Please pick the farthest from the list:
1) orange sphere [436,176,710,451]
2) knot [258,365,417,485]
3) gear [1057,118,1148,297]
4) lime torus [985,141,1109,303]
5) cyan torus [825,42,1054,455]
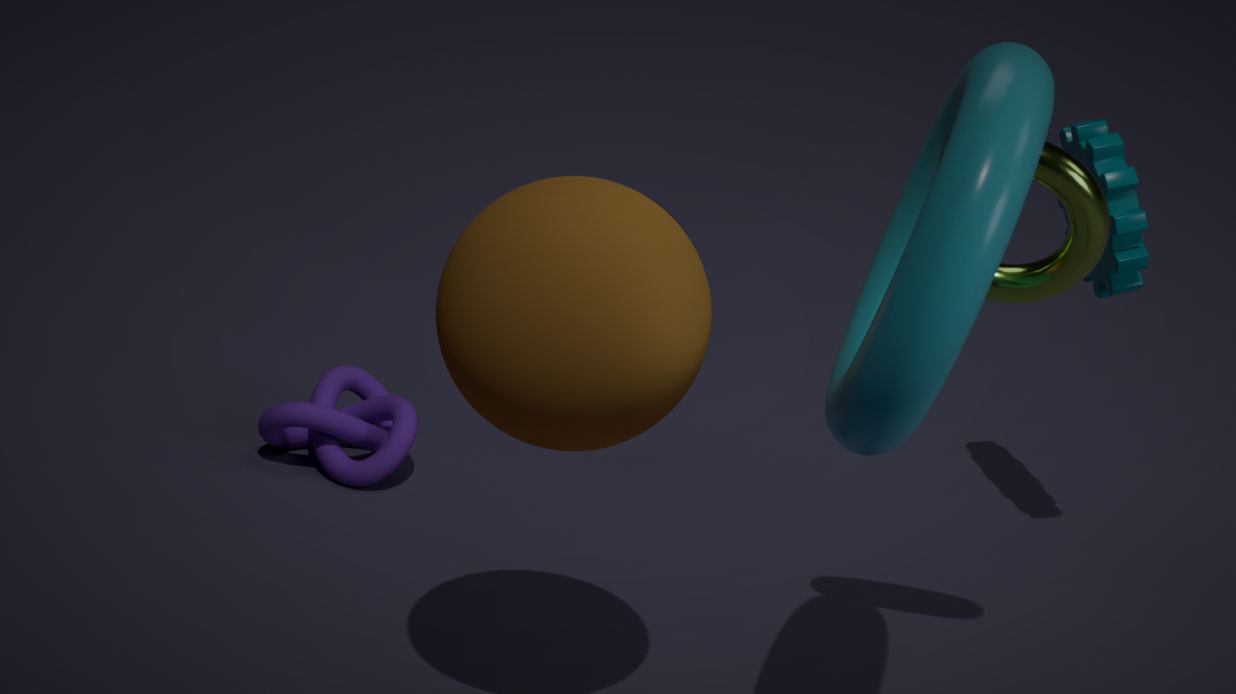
2. knot [258,365,417,485]
